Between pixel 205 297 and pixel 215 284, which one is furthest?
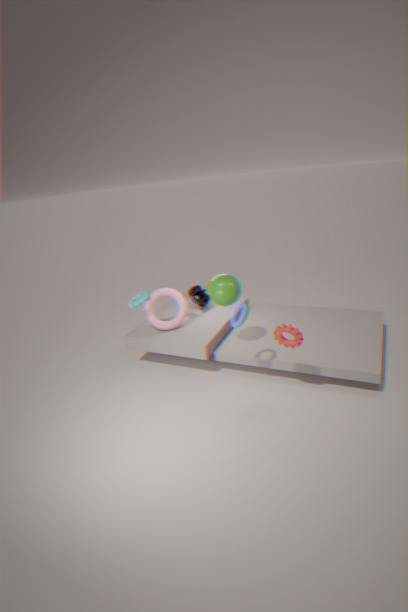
pixel 205 297
